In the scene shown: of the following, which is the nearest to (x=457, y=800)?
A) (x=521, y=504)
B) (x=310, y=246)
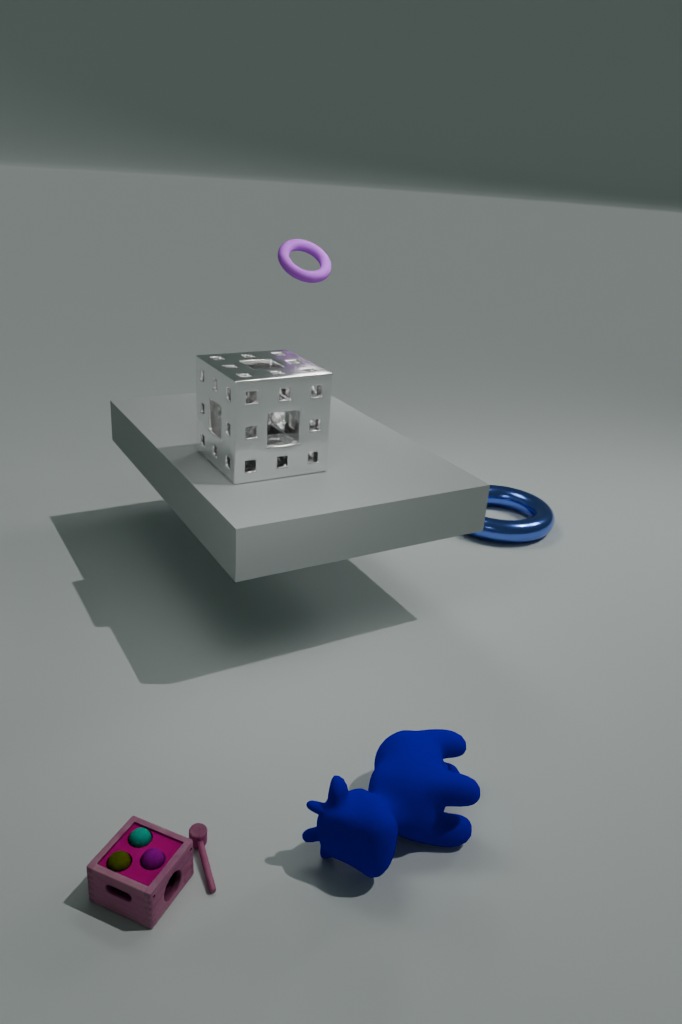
(x=521, y=504)
